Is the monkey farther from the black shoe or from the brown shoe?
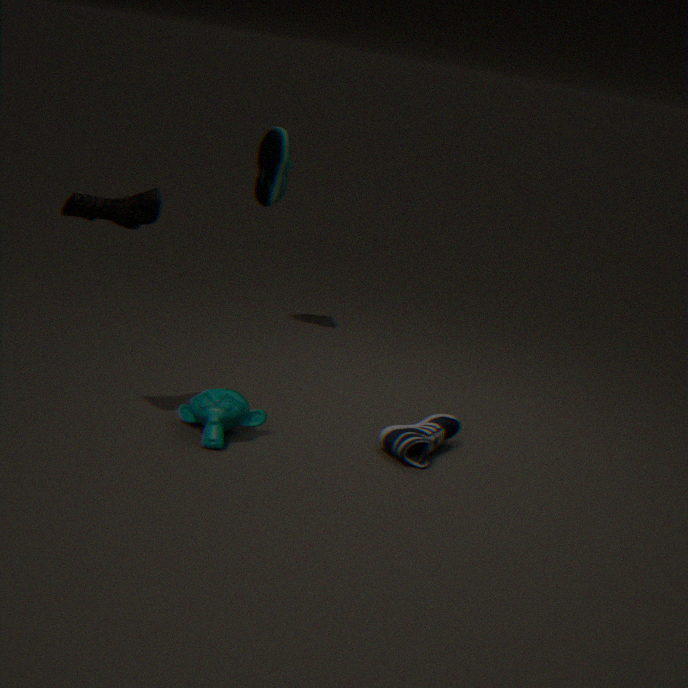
the brown shoe
